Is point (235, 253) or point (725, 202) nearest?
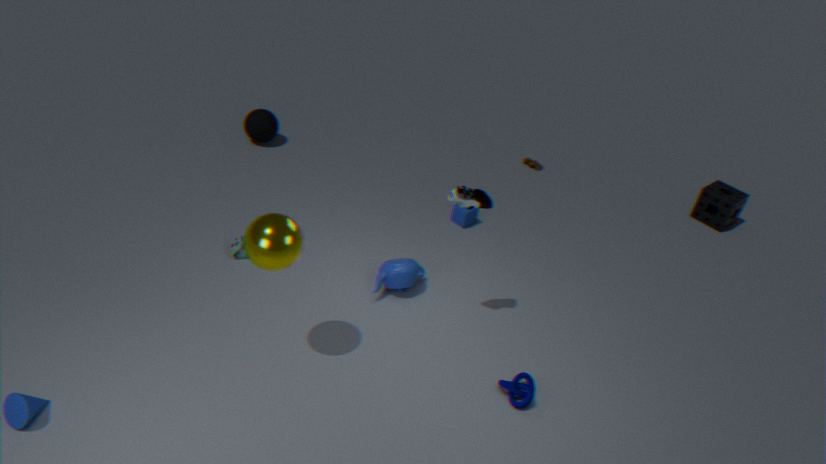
point (235, 253)
